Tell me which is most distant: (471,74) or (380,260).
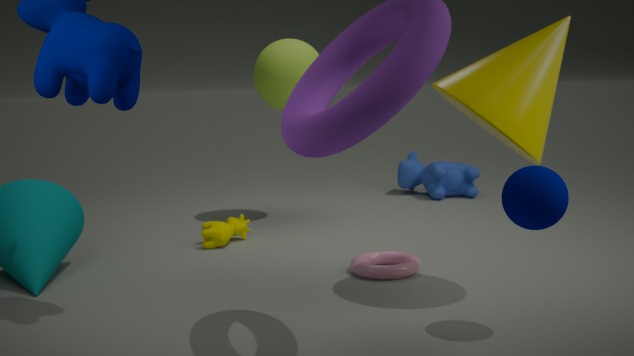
(380,260)
